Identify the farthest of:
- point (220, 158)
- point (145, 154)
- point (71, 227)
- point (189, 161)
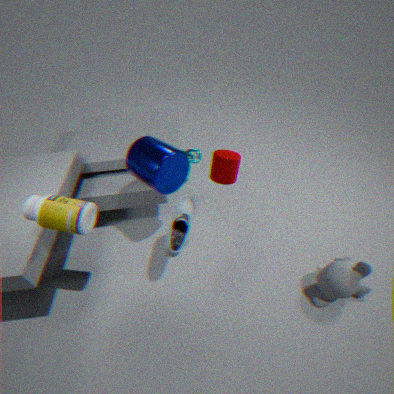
point (189, 161)
